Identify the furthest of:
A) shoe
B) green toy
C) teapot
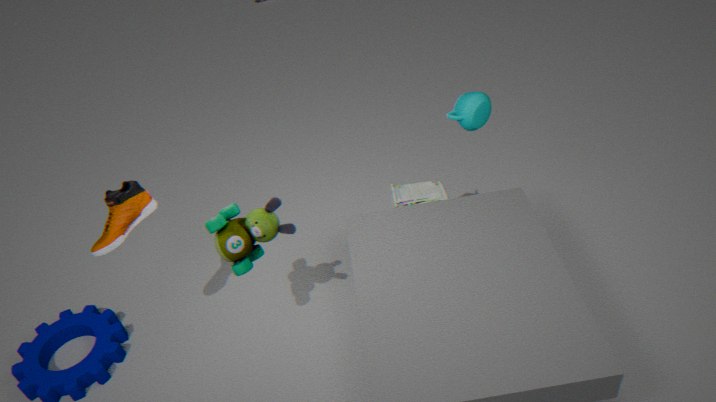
teapot
